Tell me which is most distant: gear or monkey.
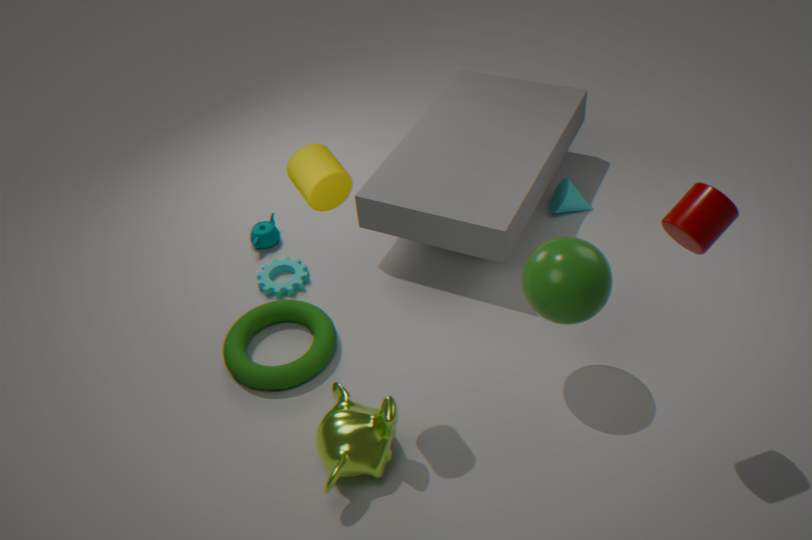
gear
